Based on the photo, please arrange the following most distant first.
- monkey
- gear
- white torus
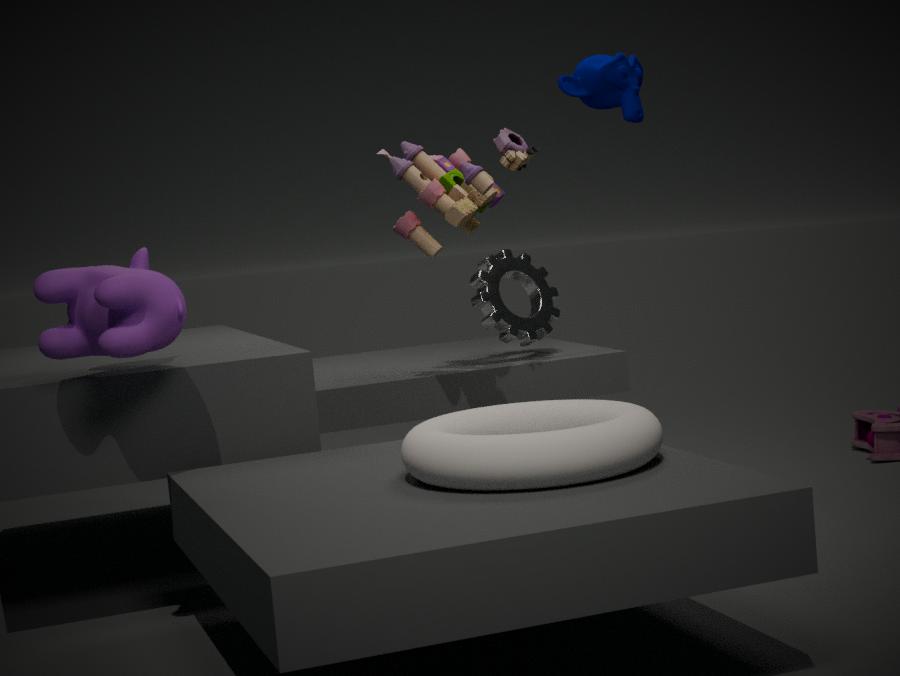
gear, monkey, white torus
